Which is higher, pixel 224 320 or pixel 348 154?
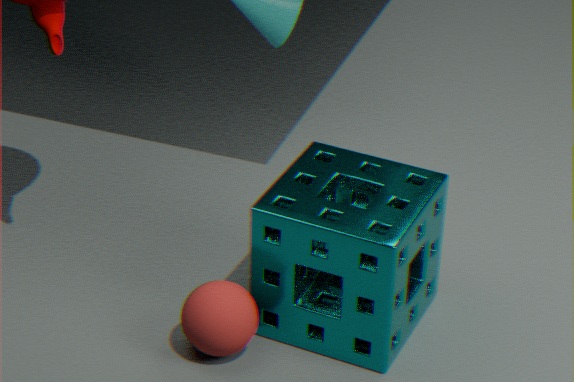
pixel 348 154
